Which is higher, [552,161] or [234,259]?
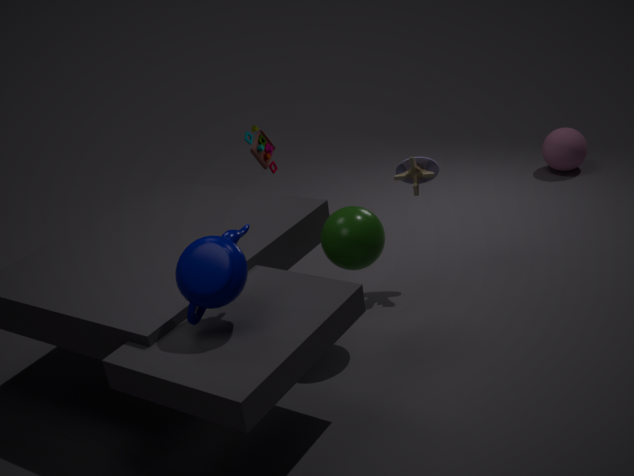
[234,259]
